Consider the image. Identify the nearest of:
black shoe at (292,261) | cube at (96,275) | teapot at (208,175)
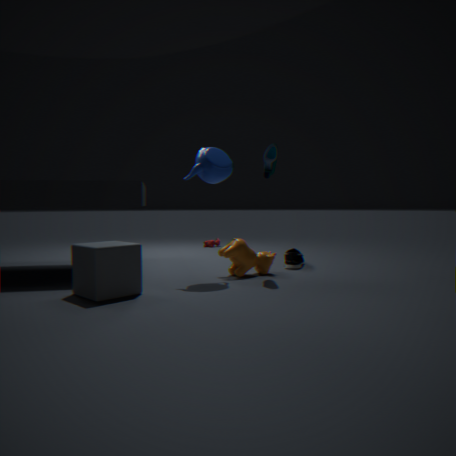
cube at (96,275)
